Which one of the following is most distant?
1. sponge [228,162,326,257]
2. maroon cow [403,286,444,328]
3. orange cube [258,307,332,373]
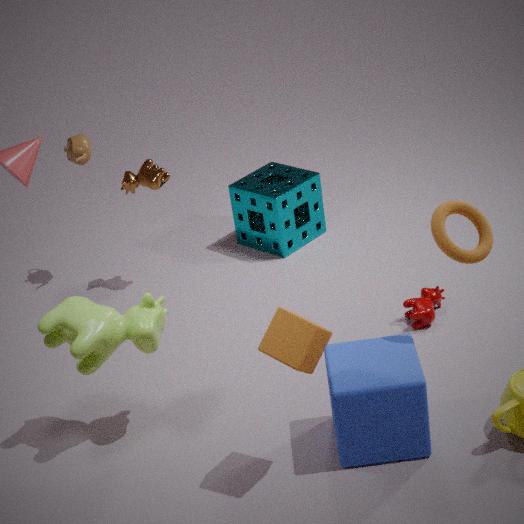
sponge [228,162,326,257]
